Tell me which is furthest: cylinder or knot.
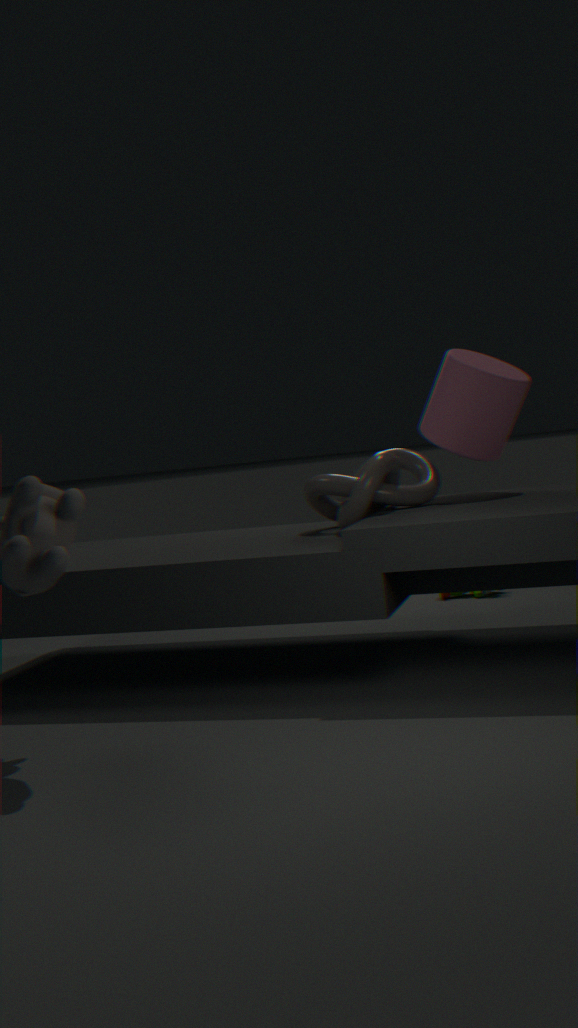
cylinder
